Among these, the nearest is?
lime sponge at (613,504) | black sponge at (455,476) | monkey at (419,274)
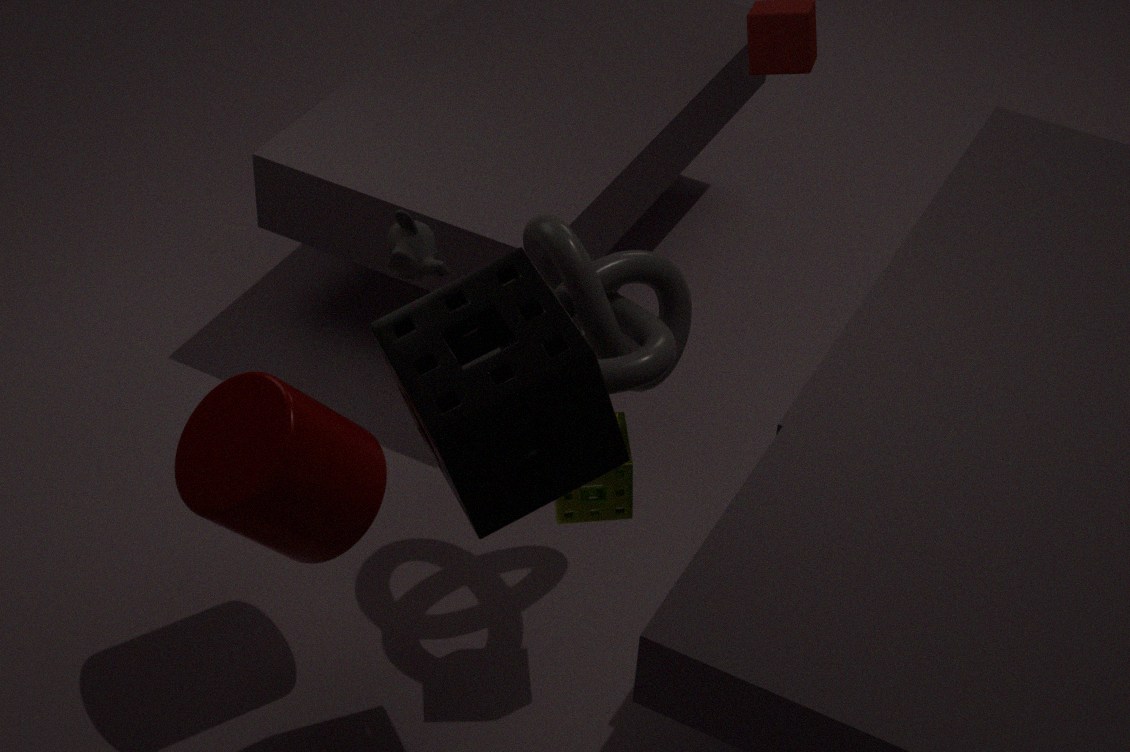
black sponge at (455,476)
